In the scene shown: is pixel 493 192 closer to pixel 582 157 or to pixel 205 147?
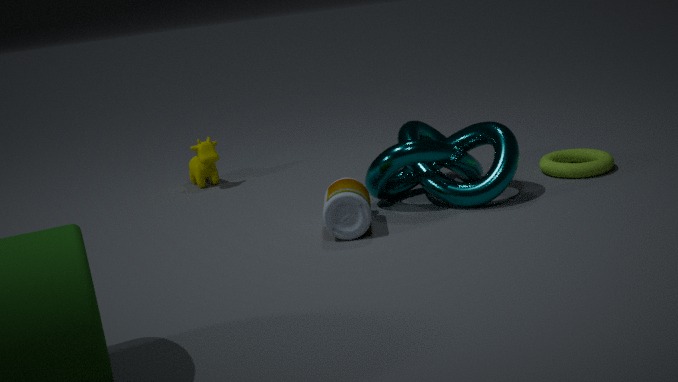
pixel 582 157
